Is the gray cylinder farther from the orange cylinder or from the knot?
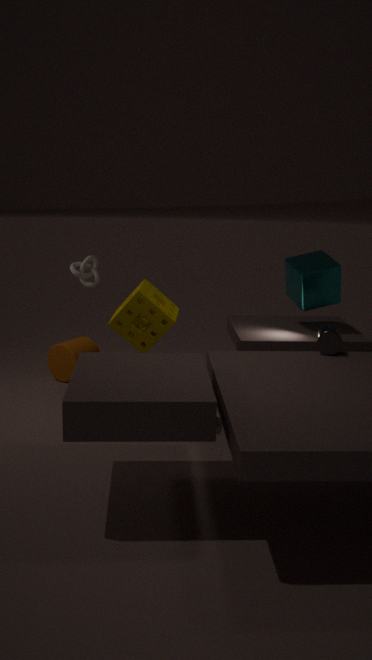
the orange cylinder
